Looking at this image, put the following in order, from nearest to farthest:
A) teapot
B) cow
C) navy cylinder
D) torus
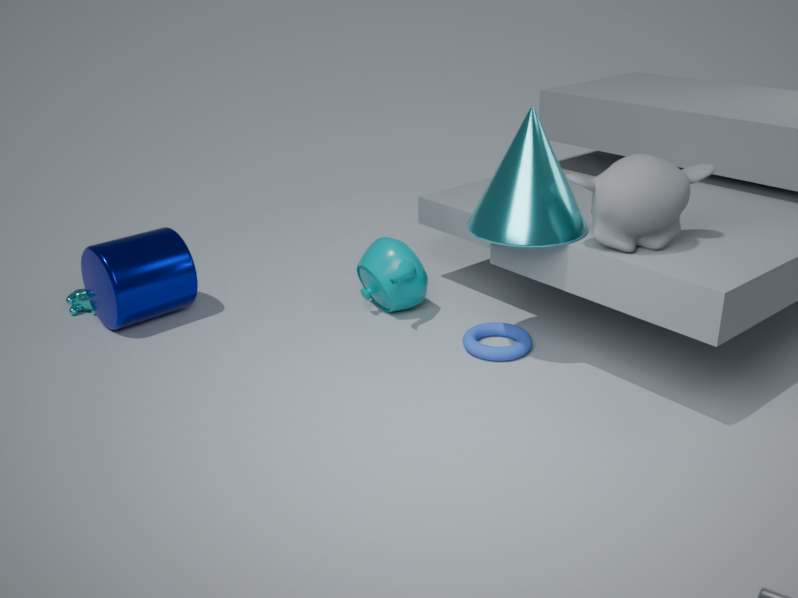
torus
navy cylinder
teapot
cow
